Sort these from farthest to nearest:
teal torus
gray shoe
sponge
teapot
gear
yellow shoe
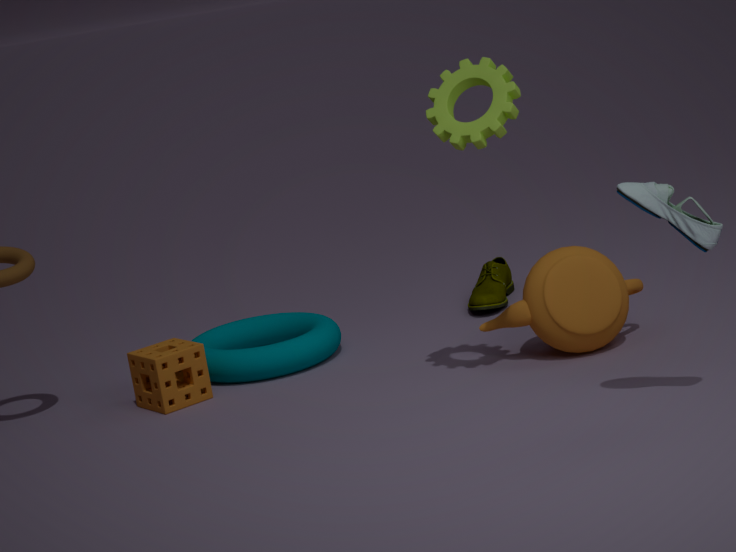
yellow shoe
teal torus
sponge
teapot
gear
gray shoe
